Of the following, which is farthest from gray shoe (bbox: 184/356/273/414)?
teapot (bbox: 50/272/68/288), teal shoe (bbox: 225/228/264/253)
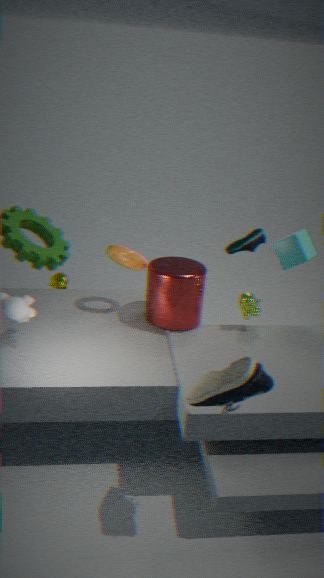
teapot (bbox: 50/272/68/288)
